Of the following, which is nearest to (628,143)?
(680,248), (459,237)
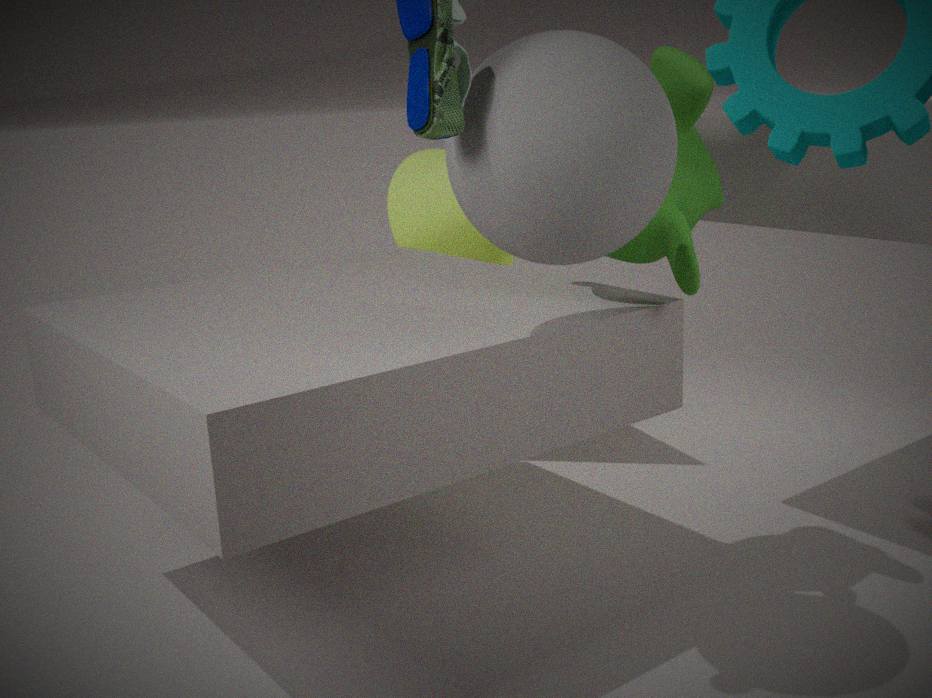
(680,248)
